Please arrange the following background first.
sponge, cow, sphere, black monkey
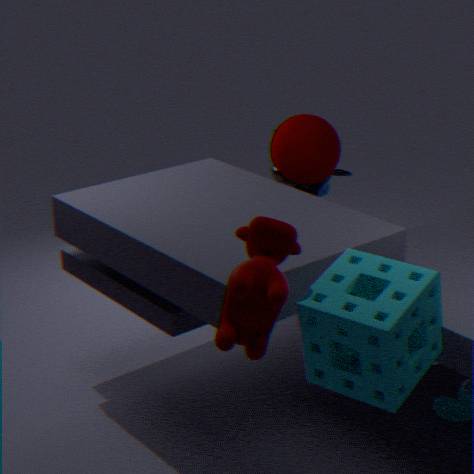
1. black monkey
2. sphere
3. sponge
4. cow
